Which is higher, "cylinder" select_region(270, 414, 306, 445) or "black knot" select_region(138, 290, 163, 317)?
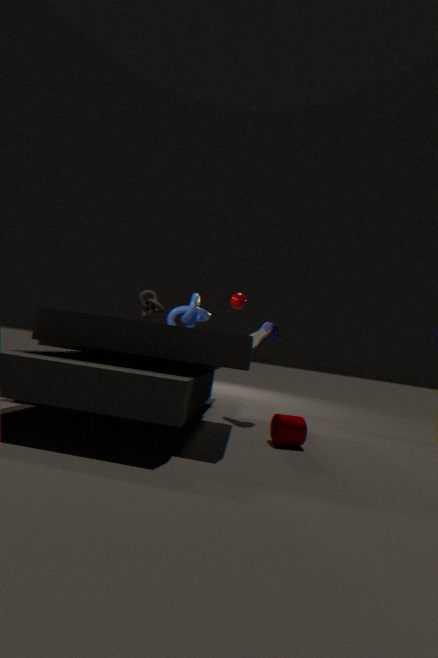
"black knot" select_region(138, 290, 163, 317)
